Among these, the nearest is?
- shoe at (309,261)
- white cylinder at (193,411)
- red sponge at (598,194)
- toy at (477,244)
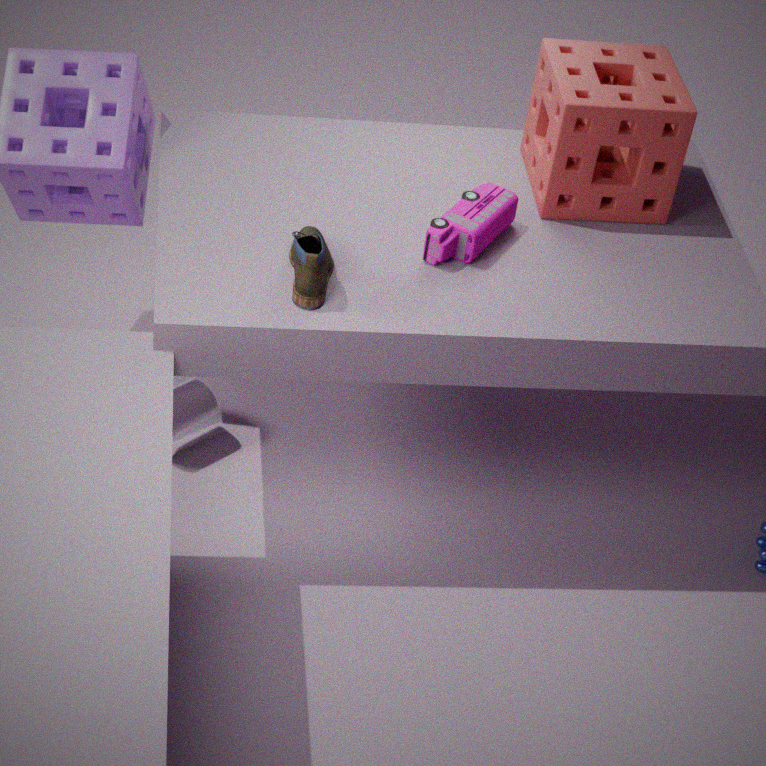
shoe at (309,261)
